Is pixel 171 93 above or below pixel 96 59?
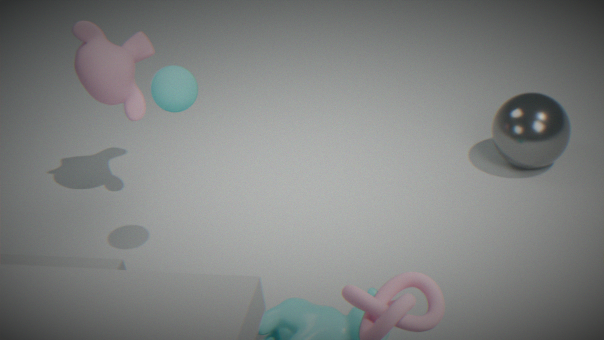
above
